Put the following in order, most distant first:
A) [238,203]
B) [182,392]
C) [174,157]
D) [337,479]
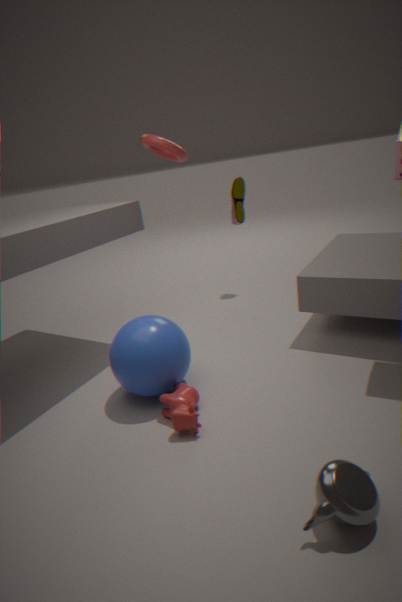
[238,203] < [174,157] < [182,392] < [337,479]
